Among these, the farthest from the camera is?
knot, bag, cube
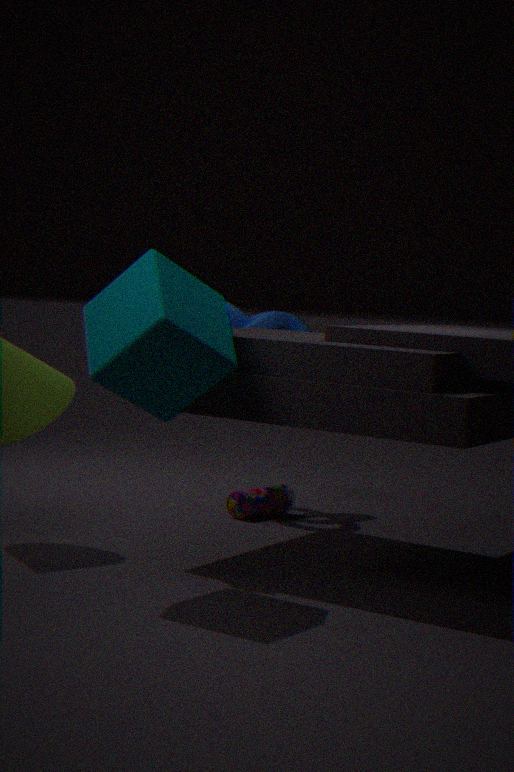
knot
